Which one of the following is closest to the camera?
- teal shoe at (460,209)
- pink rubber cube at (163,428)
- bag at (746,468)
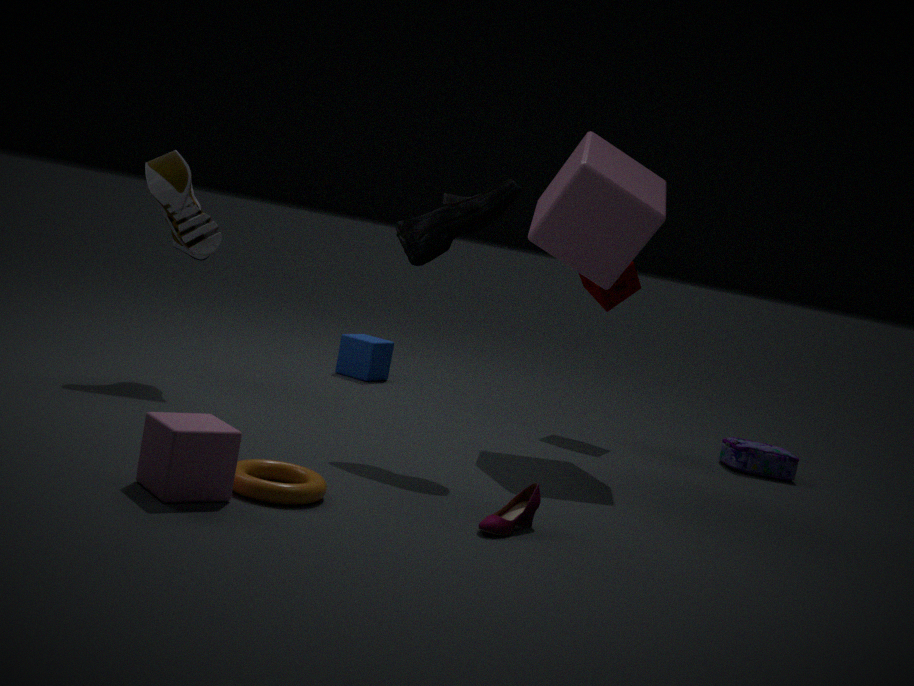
pink rubber cube at (163,428)
